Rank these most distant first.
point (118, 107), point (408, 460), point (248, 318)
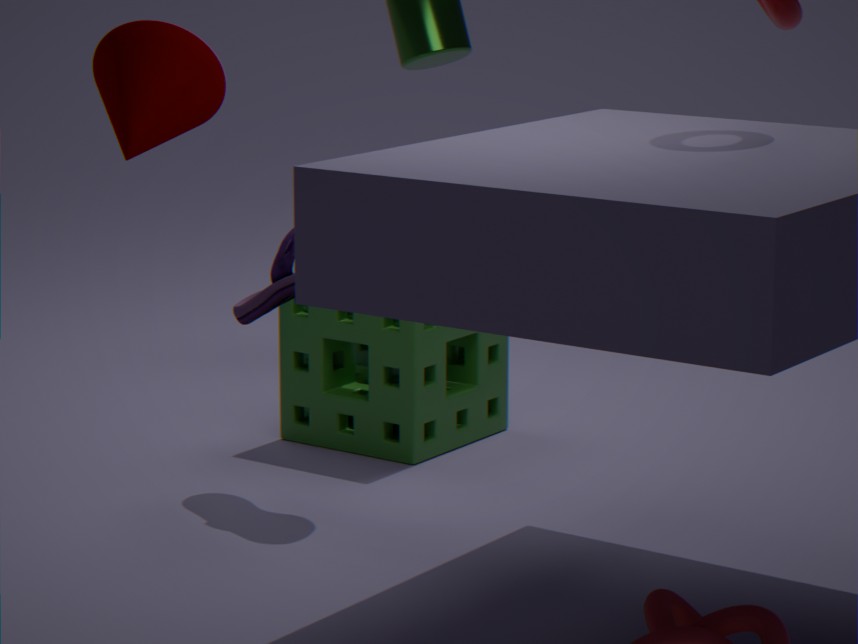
1. point (408, 460)
2. point (248, 318)
3. point (118, 107)
